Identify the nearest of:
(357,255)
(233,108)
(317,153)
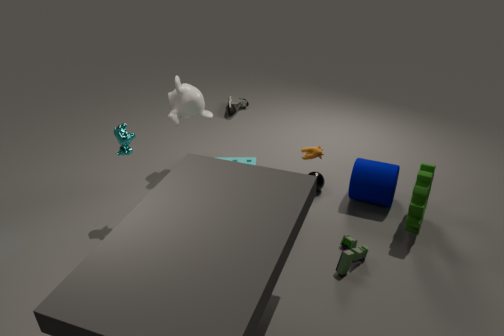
(357,255)
